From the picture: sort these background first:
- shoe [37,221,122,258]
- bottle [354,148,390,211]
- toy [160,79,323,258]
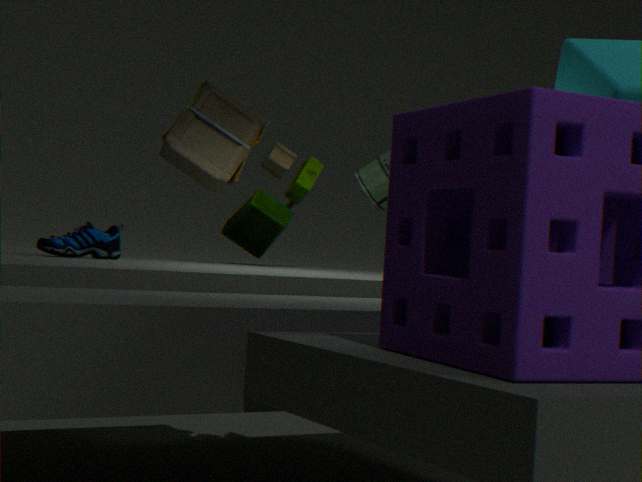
1. bottle [354,148,390,211]
2. toy [160,79,323,258]
3. shoe [37,221,122,258]
